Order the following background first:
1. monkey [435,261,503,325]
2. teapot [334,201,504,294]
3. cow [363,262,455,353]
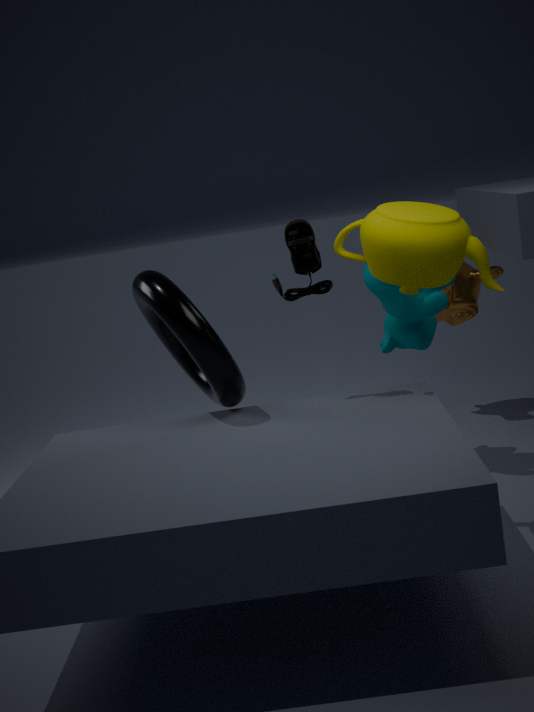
monkey [435,261,503,325]
cow [363,262,455,353]
teapot [334,201,504,294]
